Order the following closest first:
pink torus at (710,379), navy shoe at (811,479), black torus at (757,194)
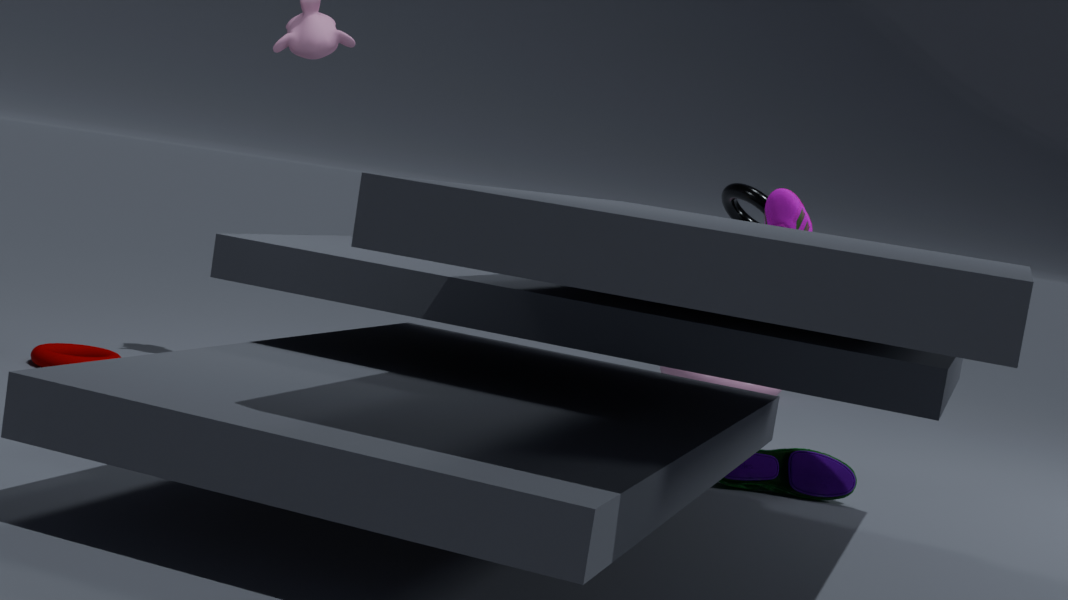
navy shoe at (811,479) → black torus at (757,194) → pink torus at (710,379)
